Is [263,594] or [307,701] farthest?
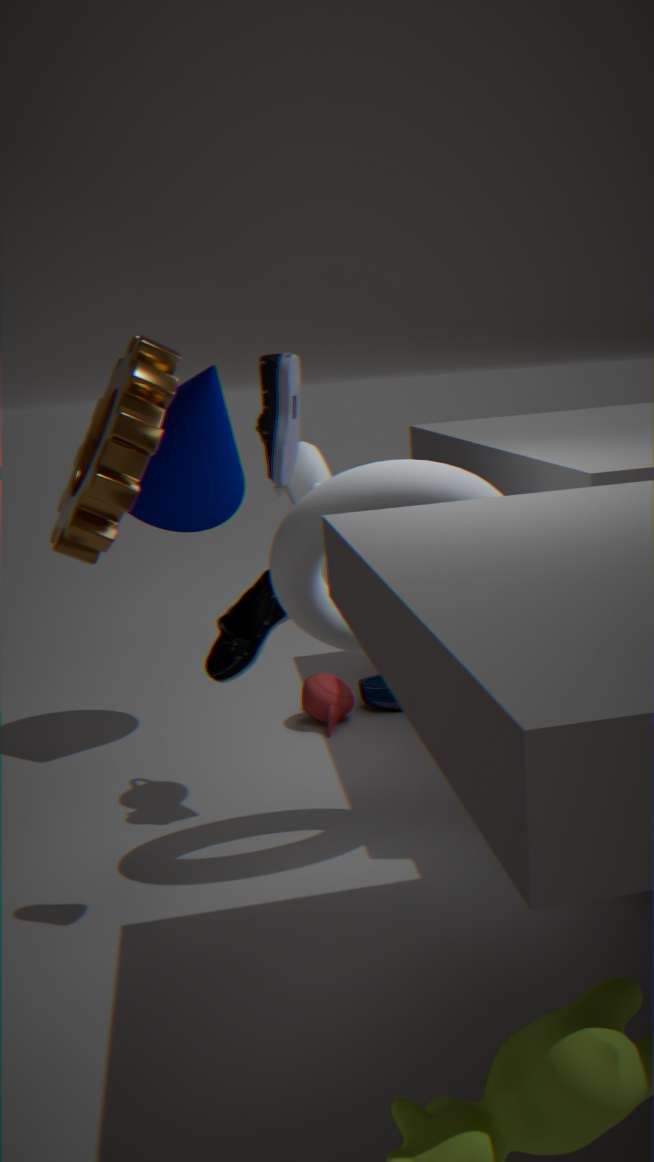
[307,701]
